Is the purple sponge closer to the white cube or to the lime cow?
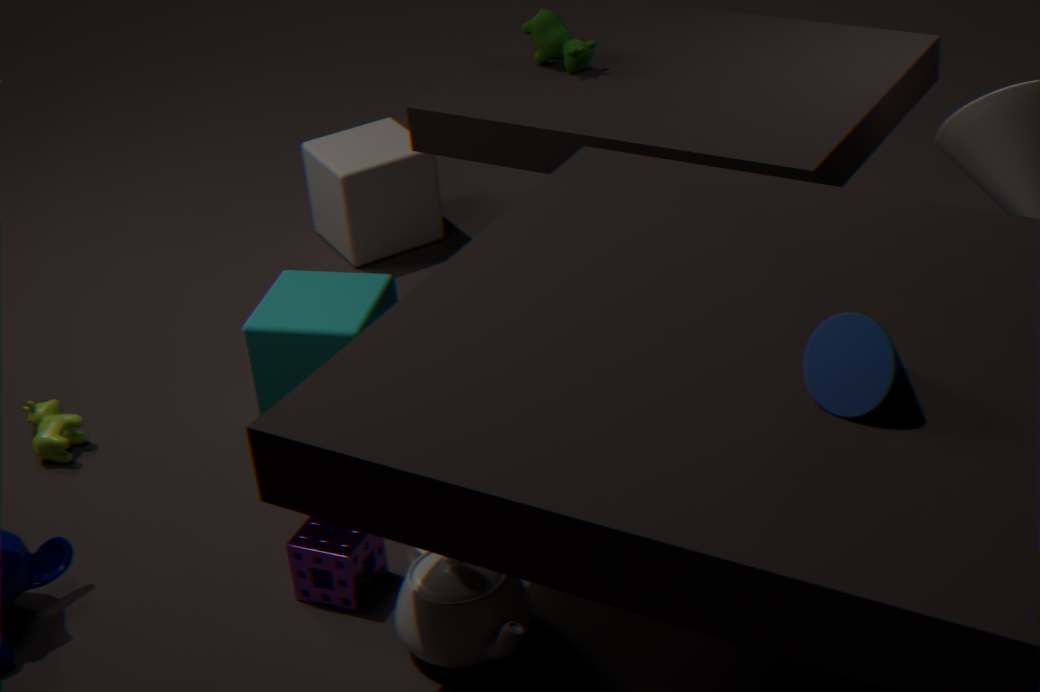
the lime cow
